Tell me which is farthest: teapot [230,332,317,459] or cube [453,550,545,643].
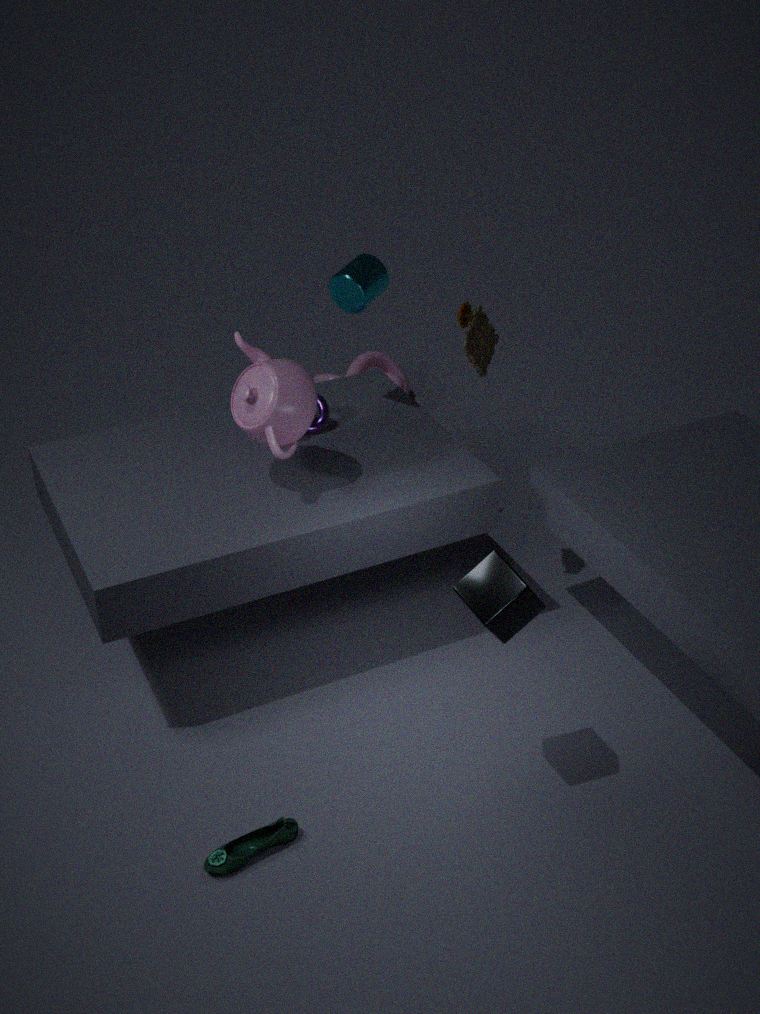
teapot [230,332,317,459]
